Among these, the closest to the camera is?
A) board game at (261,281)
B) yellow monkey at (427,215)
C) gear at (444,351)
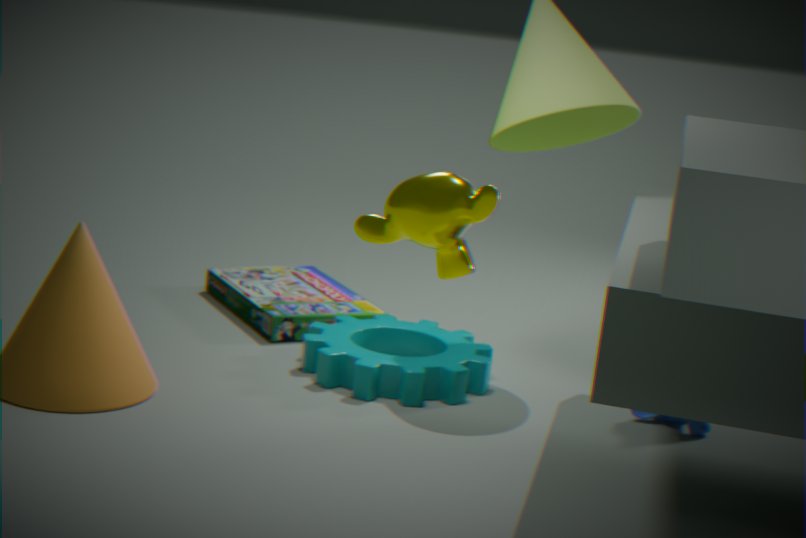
yellow monkey at (427,215)
